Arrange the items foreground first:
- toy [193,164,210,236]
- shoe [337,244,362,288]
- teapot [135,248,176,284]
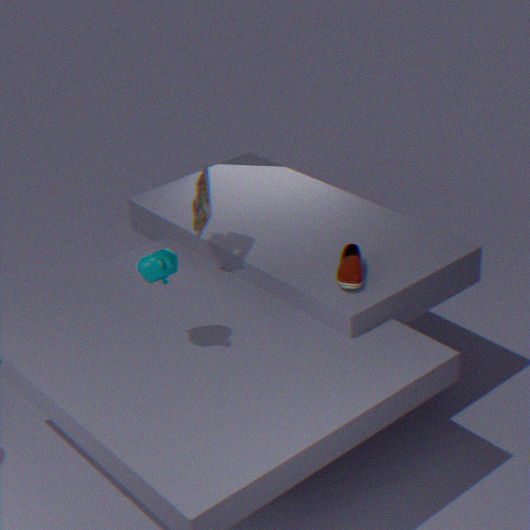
1. teapot [135,248,176,284]
2. shoe [337,244,362,288]
3. toy [193,164,210,236]
